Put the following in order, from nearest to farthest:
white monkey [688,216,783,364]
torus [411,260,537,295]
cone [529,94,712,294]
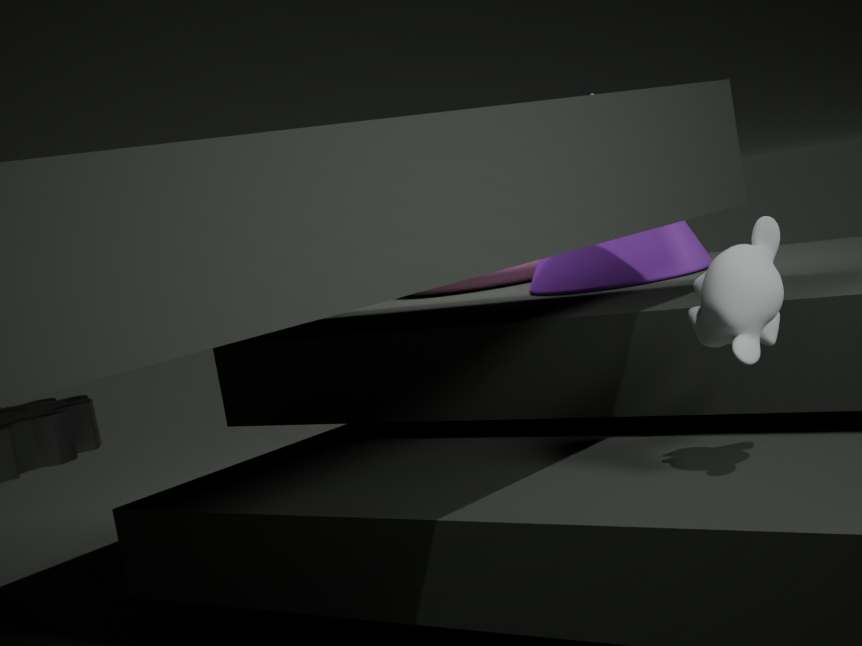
1. white monkey [688,216,783,364]
2. cone [529,94,712,294]
3. torus [411,260,537,295]
